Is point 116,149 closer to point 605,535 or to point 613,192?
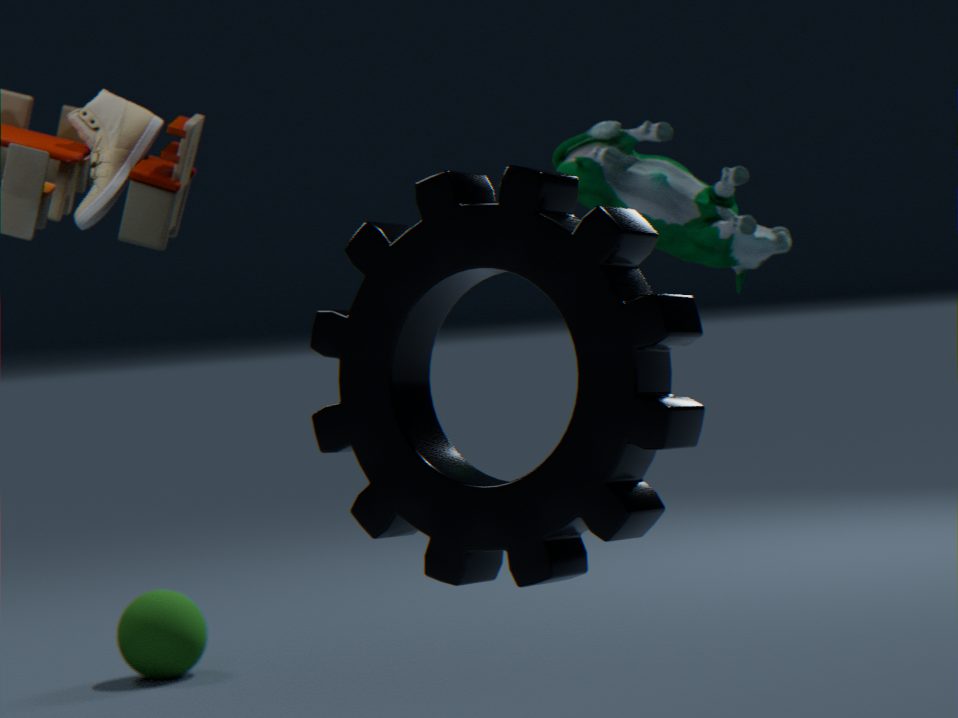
point 613,192
